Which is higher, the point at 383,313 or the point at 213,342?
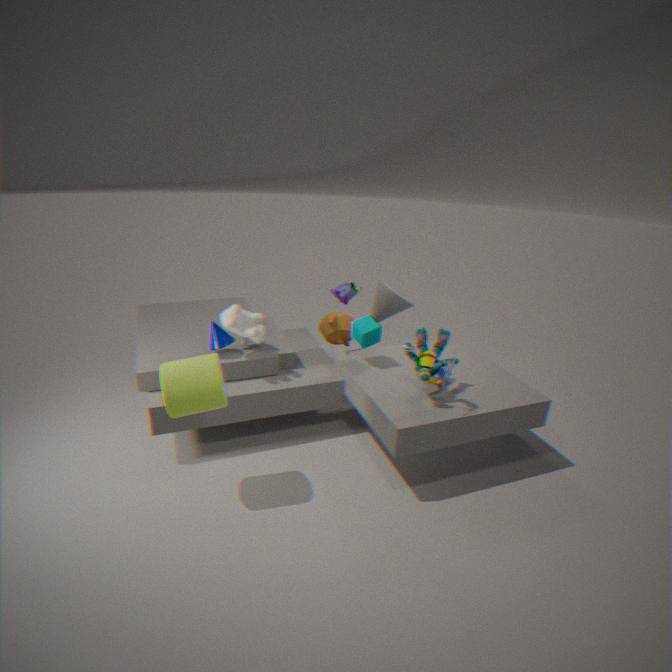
the point at 383,313
